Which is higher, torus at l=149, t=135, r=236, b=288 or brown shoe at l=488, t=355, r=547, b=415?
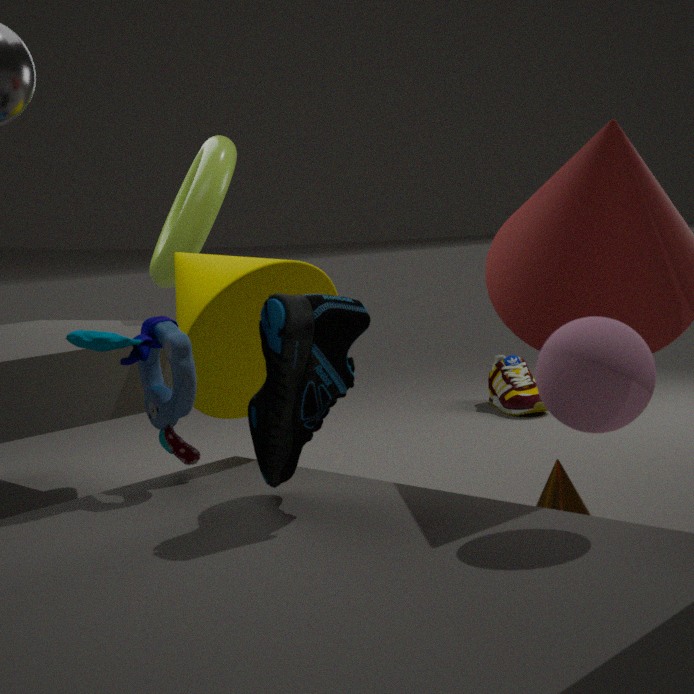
torus at l=149, t=135, r=236, b=288
